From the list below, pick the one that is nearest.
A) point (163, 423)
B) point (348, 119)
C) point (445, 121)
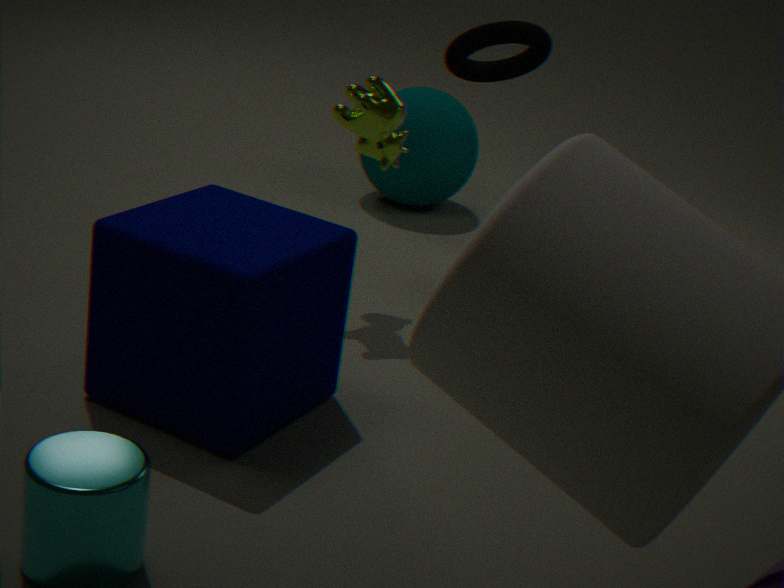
point (163, 423)
